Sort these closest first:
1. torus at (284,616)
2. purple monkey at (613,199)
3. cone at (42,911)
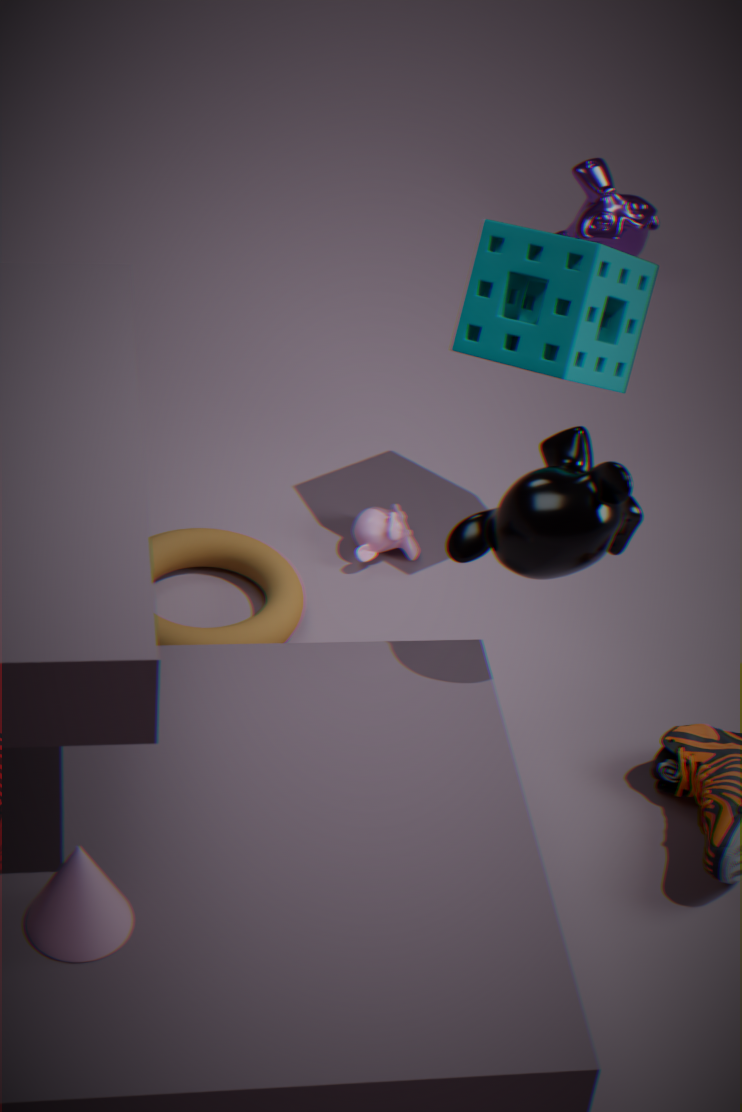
cone at (42,911)
torus at (284,616)
purple monkey at (613,199)
